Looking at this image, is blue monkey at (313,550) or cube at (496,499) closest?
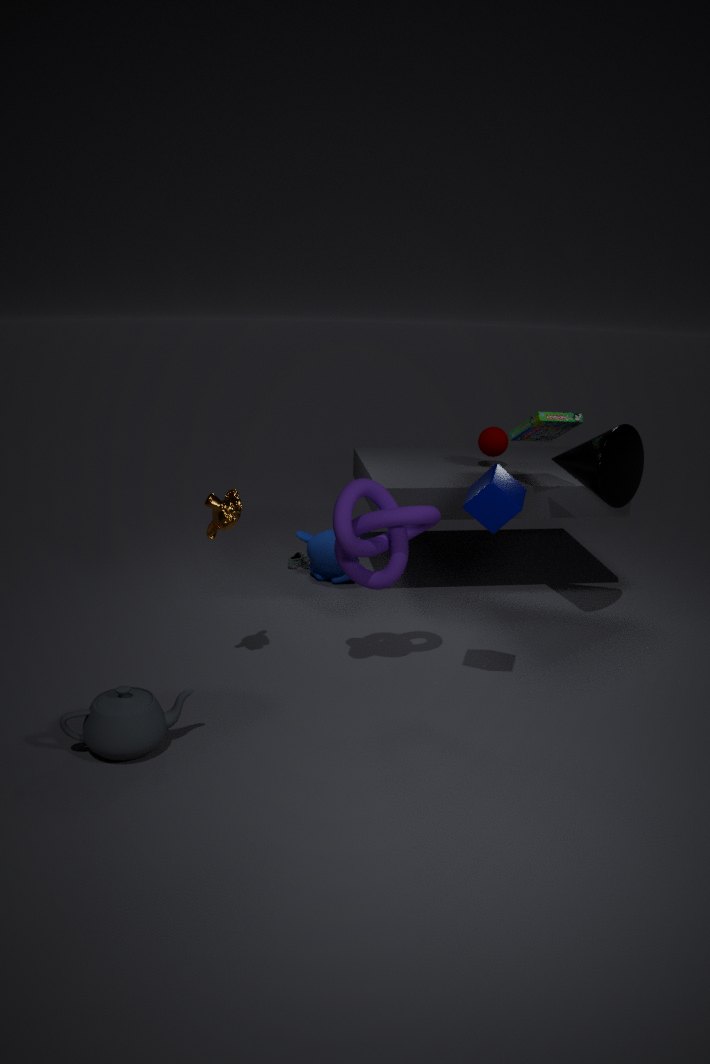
cube at (496,499)
